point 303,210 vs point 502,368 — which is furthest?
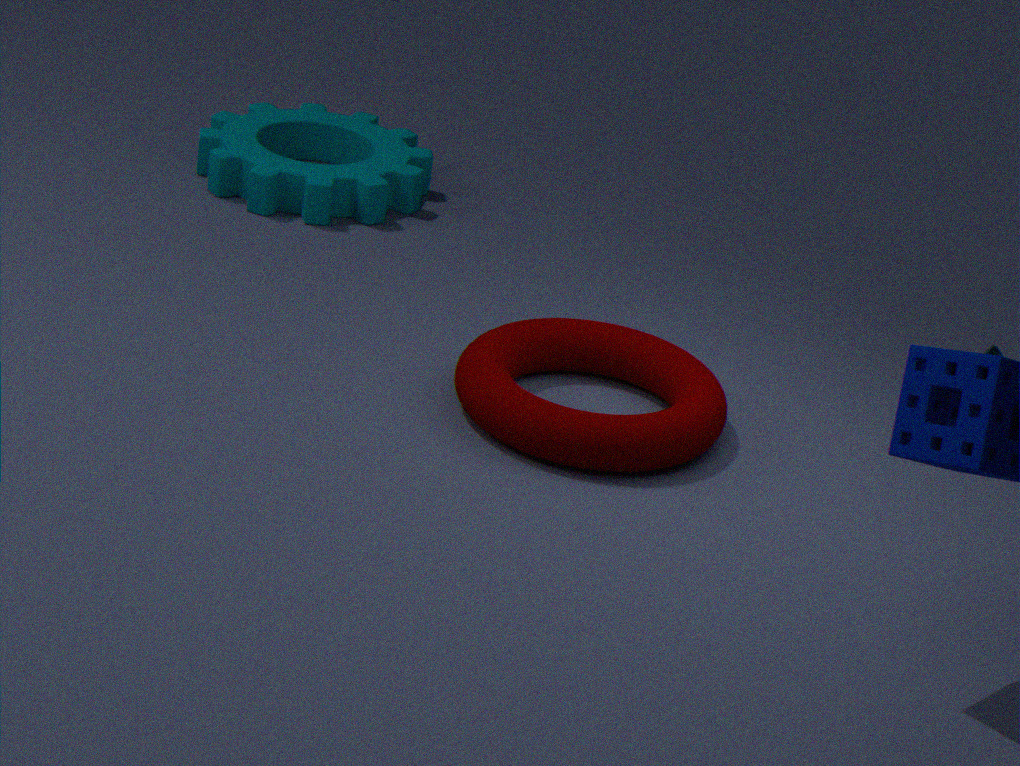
point 303,210
